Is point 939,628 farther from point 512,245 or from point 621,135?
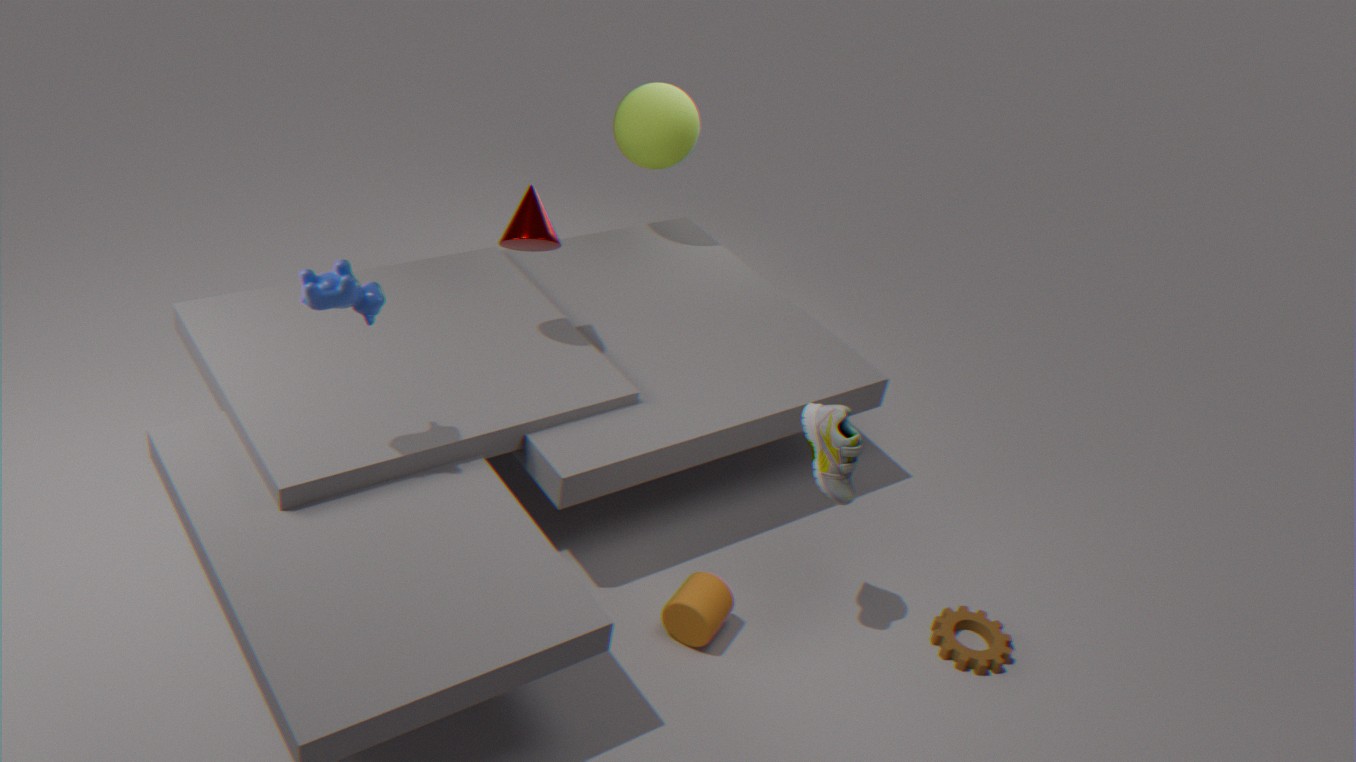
point 621,135
